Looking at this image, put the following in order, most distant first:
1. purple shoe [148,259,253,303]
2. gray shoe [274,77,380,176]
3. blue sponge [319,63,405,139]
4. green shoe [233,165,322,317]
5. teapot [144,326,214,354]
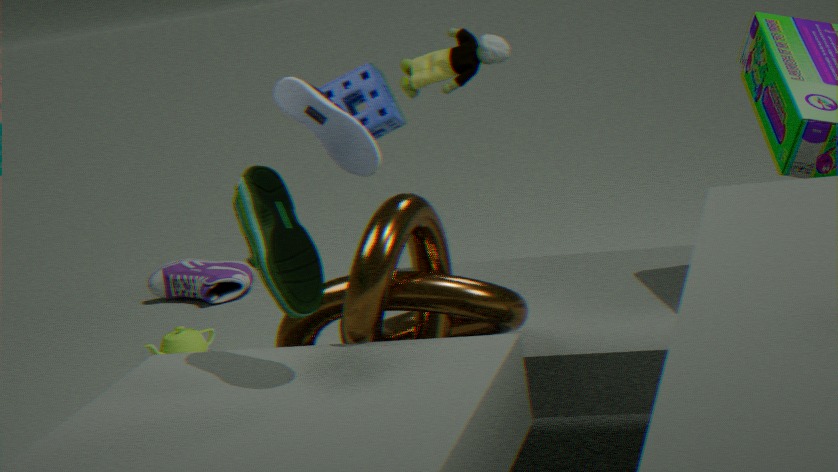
purple shoe [148,259,253,303]
teapot [144,326,214,354]
blue sponge [319,63,405,139]
gray shoe [274,77,380,176]
green shoe [233,165,322,317]
